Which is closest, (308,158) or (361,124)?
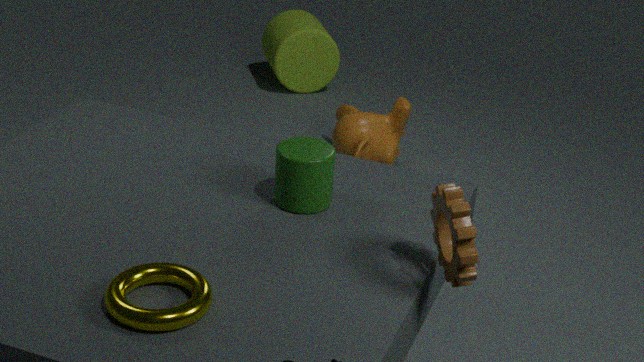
(308,158)
